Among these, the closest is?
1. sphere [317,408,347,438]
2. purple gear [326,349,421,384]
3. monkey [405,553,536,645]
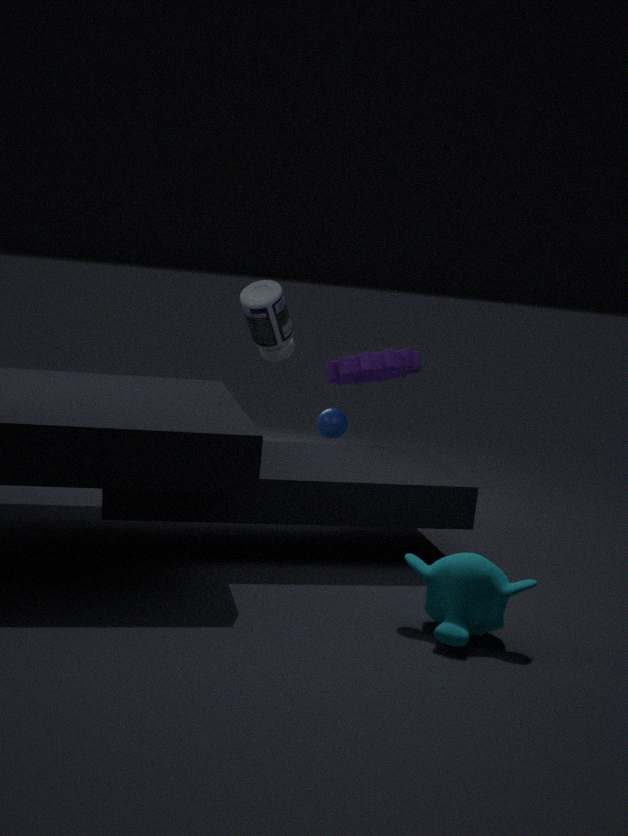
A: monkey [405,553,536,645]
